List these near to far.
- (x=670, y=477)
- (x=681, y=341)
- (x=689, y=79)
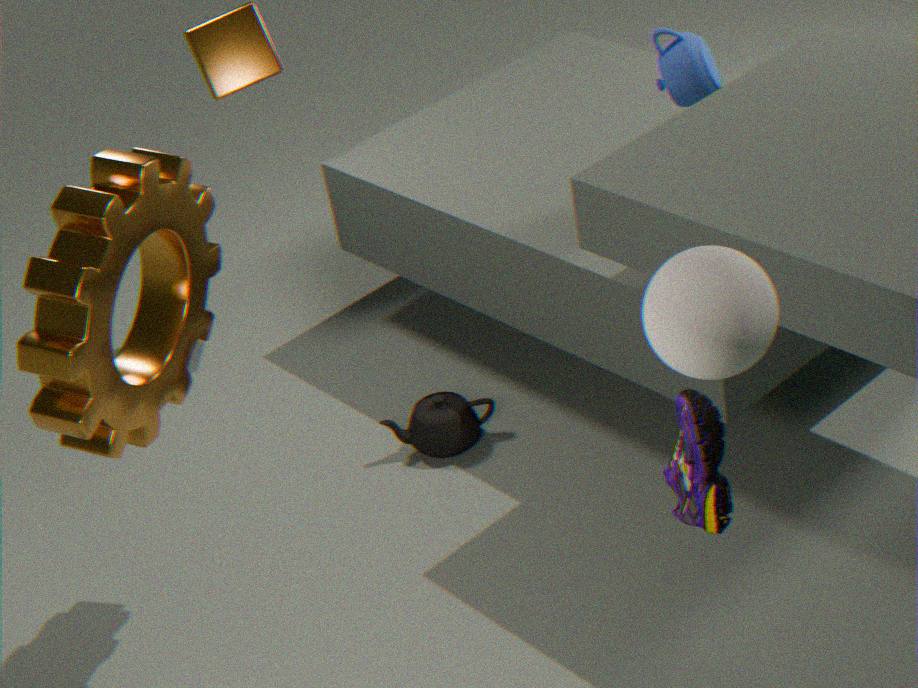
(x=681, y=341) < (x=670, y=477) < (x=689, y=79)
